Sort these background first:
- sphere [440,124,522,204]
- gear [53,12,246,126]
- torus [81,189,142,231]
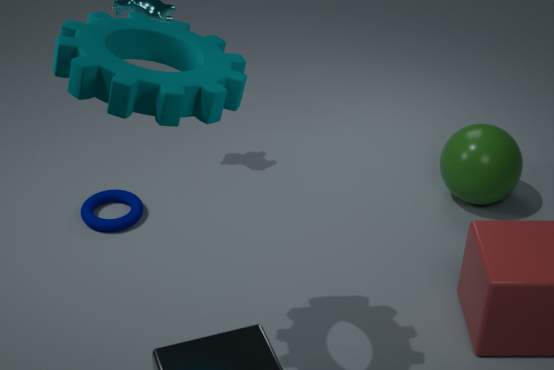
1. sphere [440,124,522,204]
2. torus [81,189,142,231]
3. gear [53,12,246,126]
